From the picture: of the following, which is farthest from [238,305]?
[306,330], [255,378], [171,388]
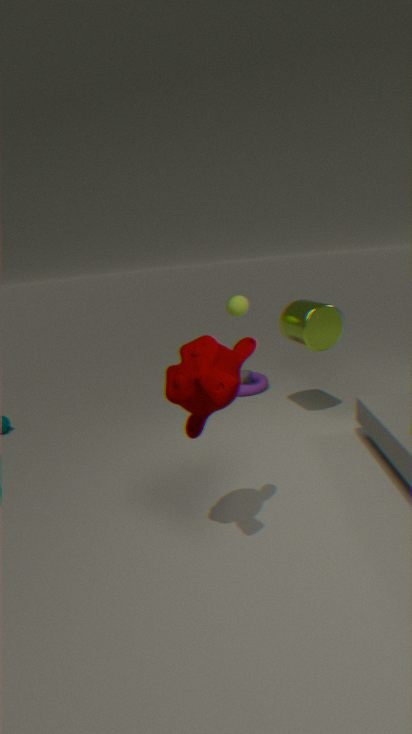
[171,388]
